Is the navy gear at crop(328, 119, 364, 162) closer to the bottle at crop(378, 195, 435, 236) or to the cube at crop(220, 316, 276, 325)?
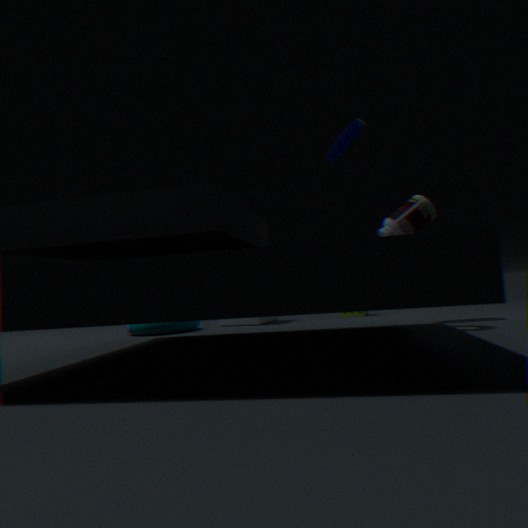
the bottle at crop(378, 195, 435, 236)
